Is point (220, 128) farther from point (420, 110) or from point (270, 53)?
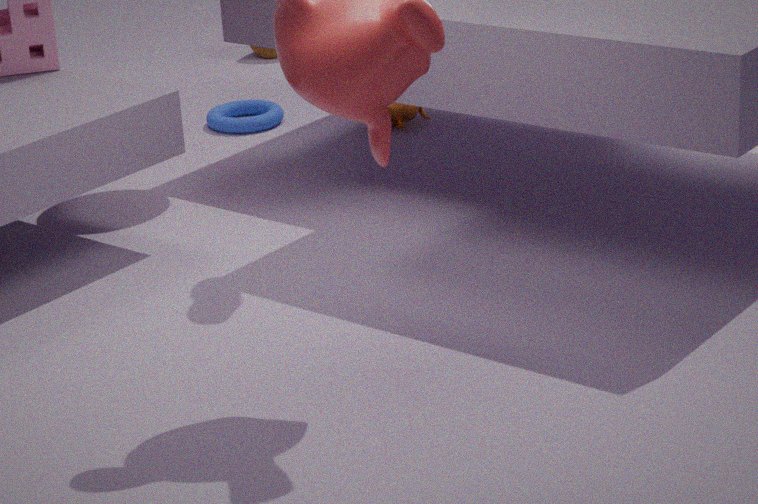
point (270, 53)
